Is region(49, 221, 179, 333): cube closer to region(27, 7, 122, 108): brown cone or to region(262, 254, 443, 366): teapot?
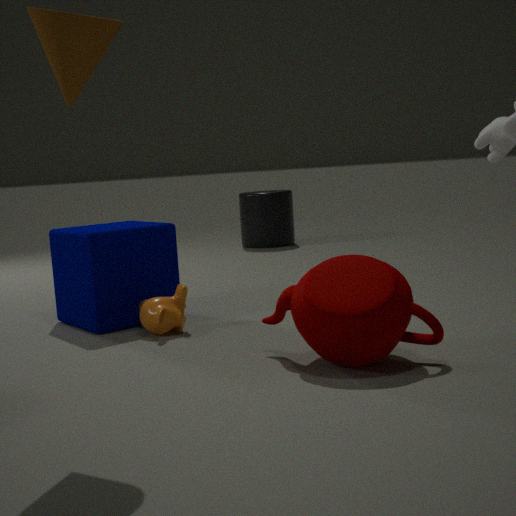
region(262, 254, 443, 366): teapot
